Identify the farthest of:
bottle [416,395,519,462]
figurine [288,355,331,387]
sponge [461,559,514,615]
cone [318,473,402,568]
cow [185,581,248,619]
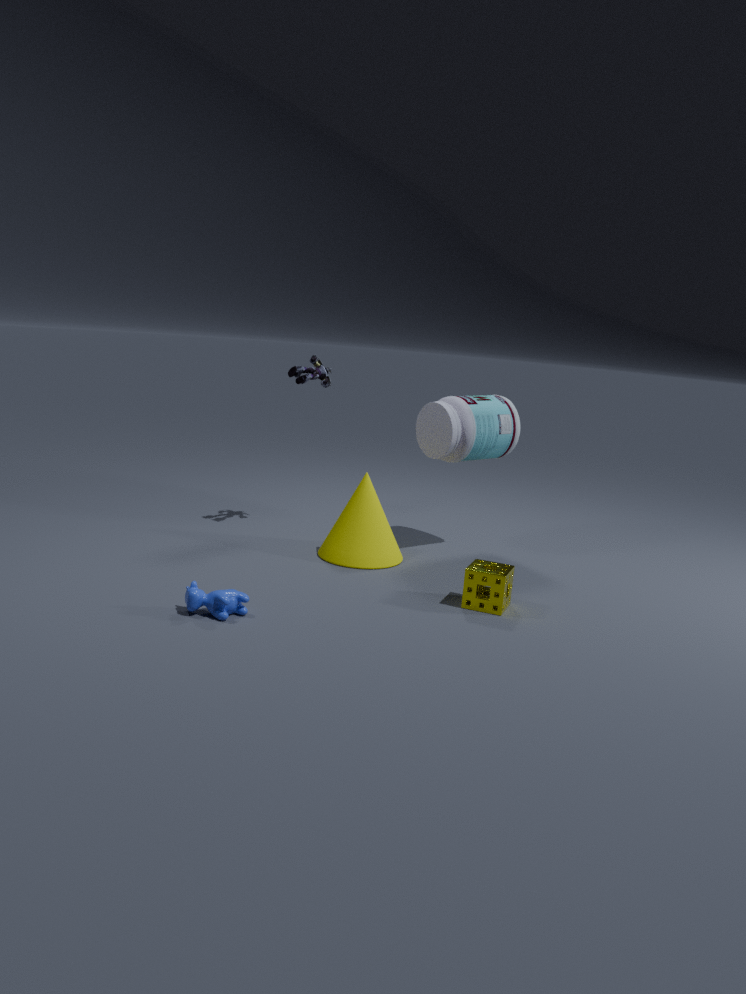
figurine [288,355,331,387]
